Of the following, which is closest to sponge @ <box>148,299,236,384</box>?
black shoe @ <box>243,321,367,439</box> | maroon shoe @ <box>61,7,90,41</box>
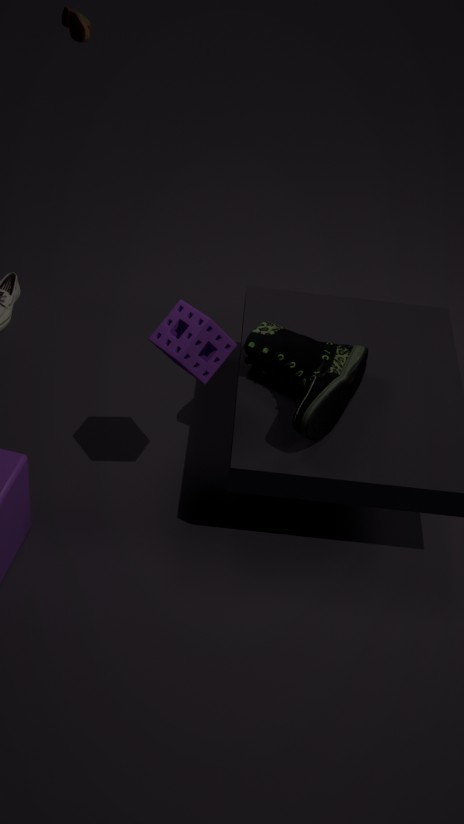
black shoe @ <box>243,321,367,439</box>
